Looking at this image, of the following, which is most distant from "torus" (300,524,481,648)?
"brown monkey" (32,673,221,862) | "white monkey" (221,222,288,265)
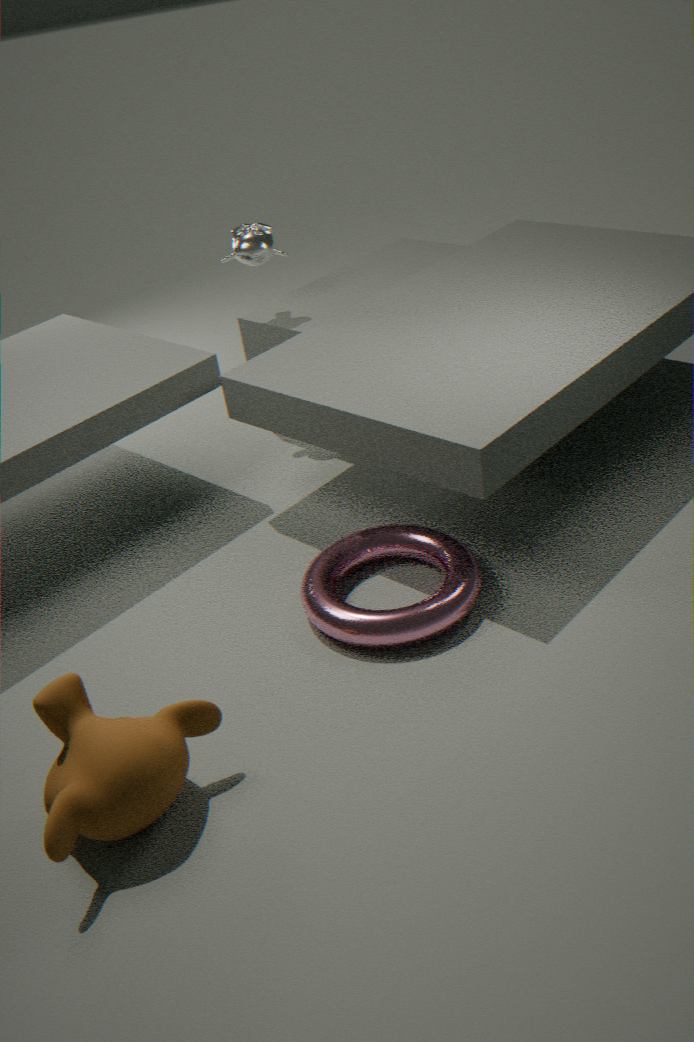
"white monkey" (221,222,288,265)
